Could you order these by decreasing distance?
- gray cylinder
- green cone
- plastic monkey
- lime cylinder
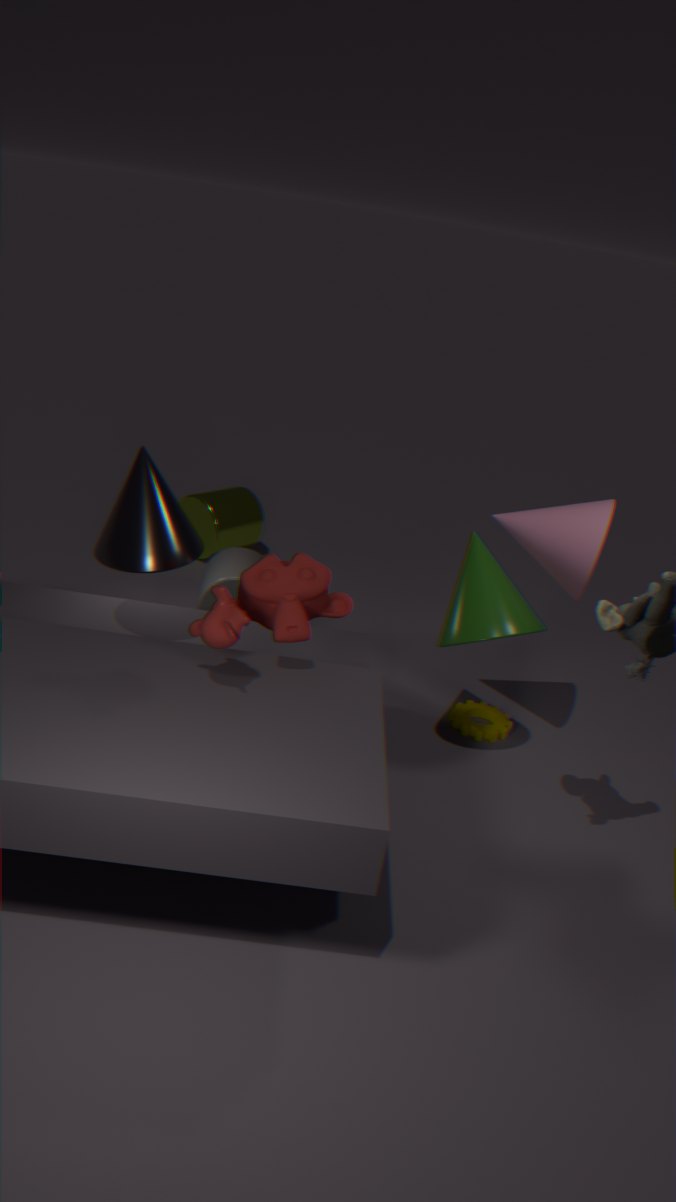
lime cylinder
gray cylinder
green cone
plastic monkey
